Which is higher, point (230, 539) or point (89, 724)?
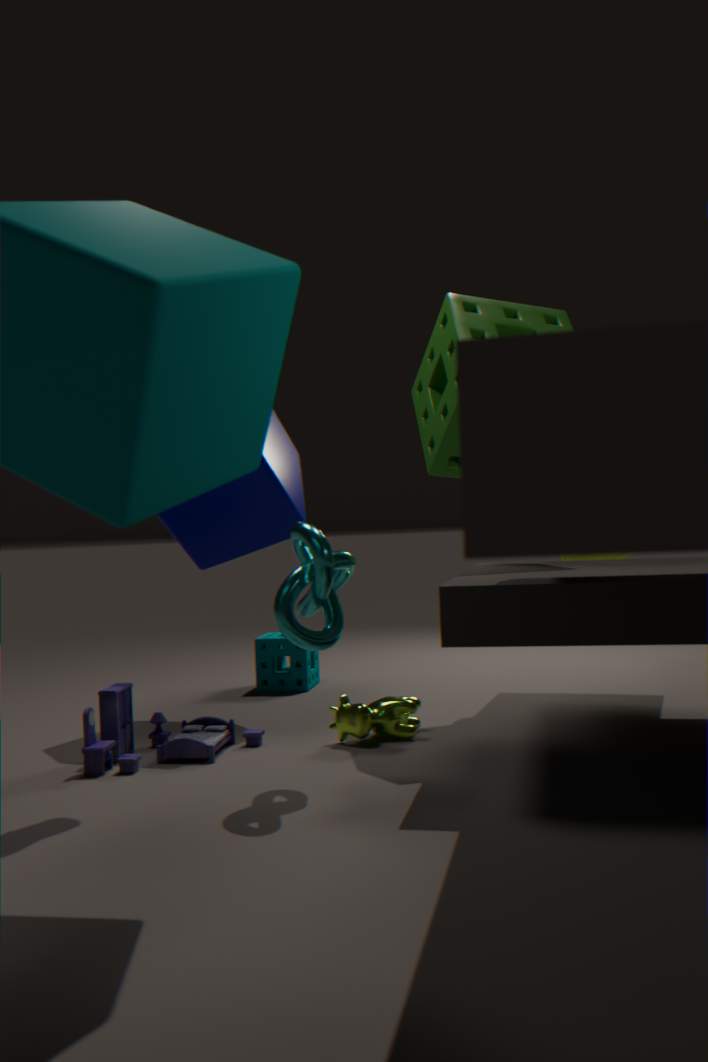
point (230, 539)
